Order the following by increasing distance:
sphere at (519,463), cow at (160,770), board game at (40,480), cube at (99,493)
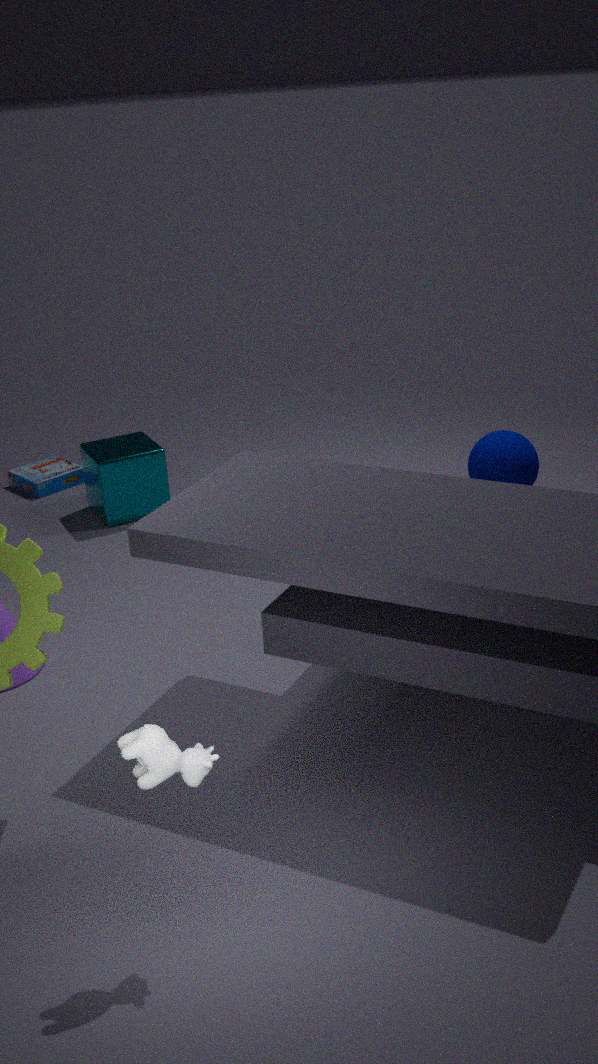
cow at (160,770) → sphere at (519,463) → cube at (99,493) → board game at (40,480)
